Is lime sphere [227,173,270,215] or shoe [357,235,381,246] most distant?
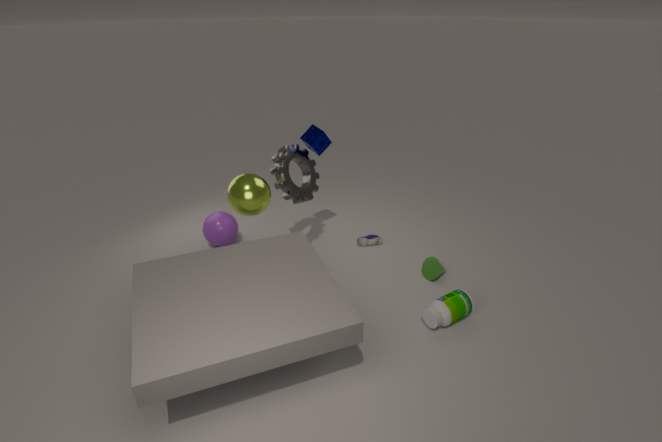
shoe [357,235,381,246]
